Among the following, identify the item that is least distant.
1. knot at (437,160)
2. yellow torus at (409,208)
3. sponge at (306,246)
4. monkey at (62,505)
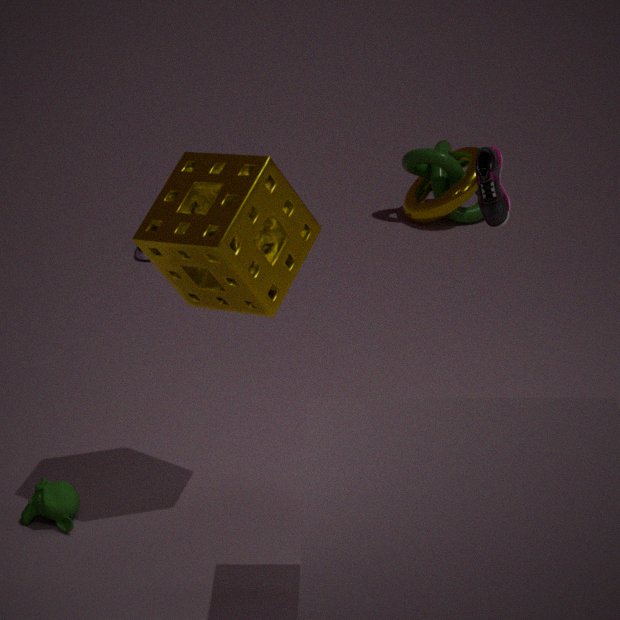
sponge at (306,246)
